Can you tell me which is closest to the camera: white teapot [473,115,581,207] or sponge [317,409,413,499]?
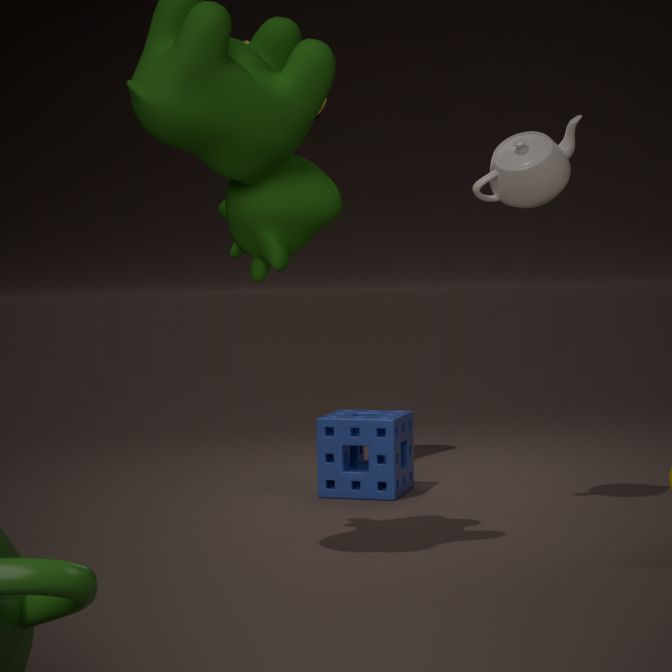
white teapot [473,115,581,207]
